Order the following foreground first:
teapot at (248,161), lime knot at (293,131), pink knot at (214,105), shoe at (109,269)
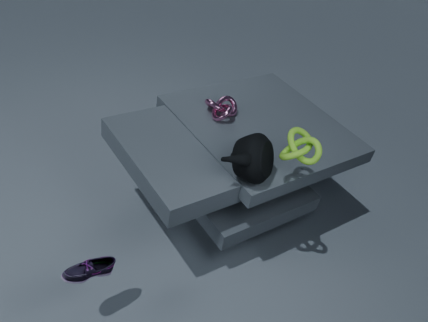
shoe at (109,269), teapot at (248,161), lime knot at (293,131), pink knot at (214,105)
